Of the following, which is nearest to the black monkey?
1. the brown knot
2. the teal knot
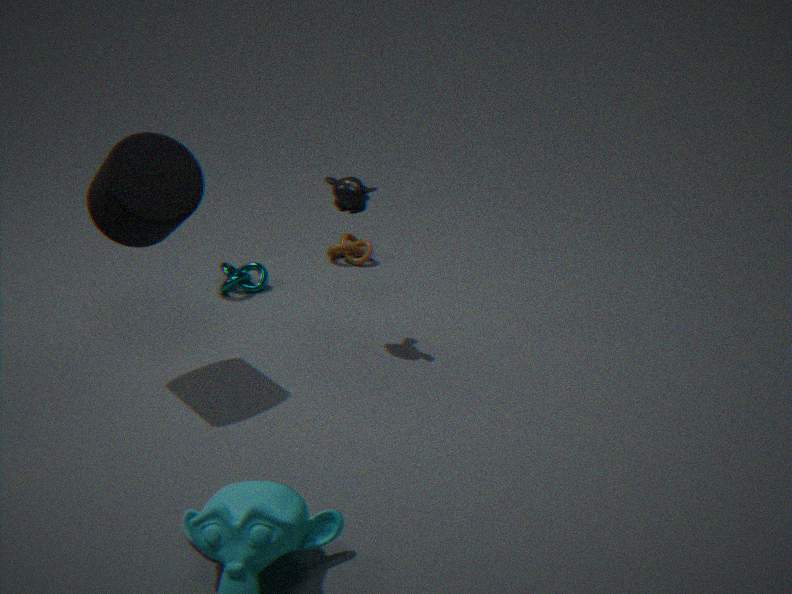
the teal knot
